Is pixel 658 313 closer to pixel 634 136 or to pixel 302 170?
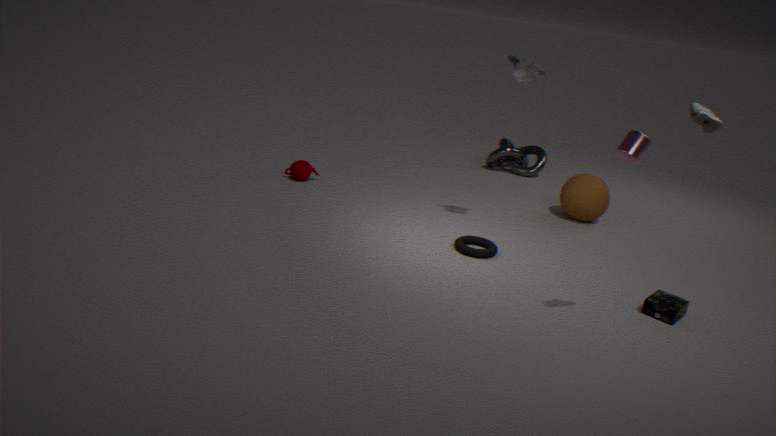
pixel 634 136
